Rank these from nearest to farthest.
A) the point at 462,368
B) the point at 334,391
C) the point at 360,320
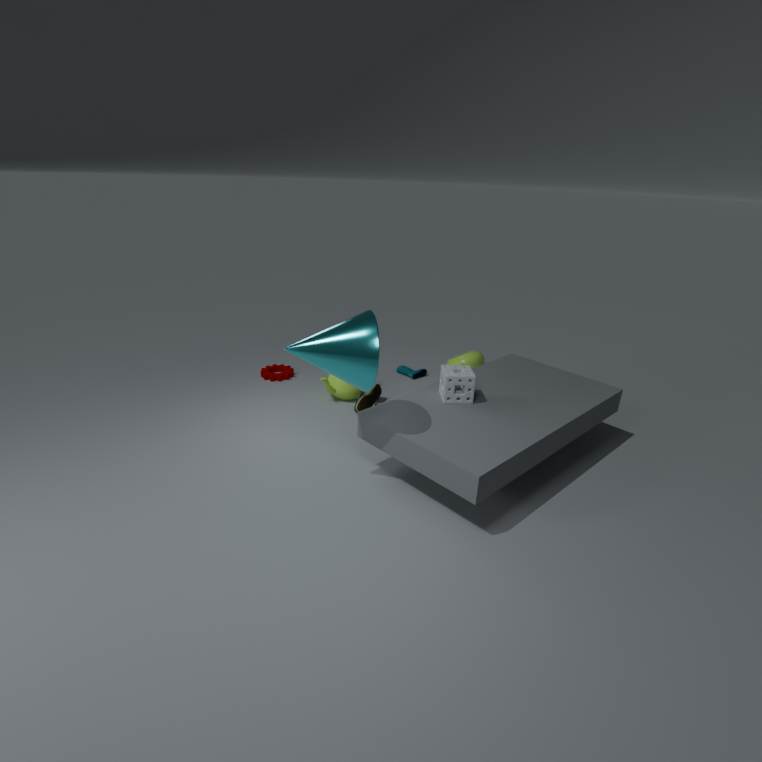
the point at 360,320
the point at 462,368
the point at 334,391
